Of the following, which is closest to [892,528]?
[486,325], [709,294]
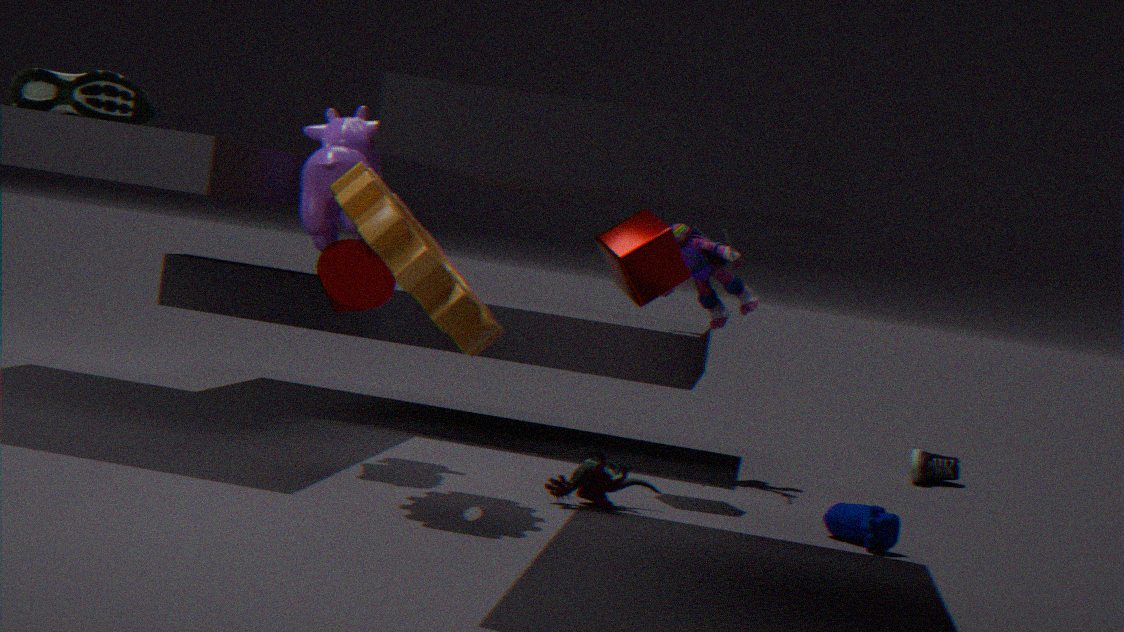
[709,294]
